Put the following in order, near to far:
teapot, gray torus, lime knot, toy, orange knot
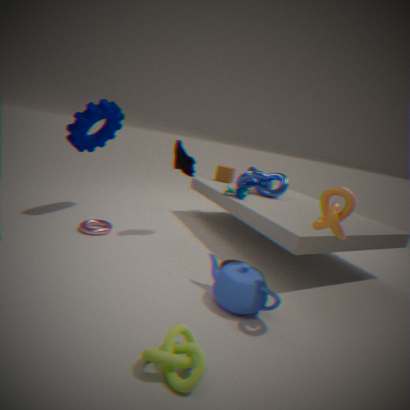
1. lime knot
2. orange knot
3. teapot
4. gray torus
5. toy
